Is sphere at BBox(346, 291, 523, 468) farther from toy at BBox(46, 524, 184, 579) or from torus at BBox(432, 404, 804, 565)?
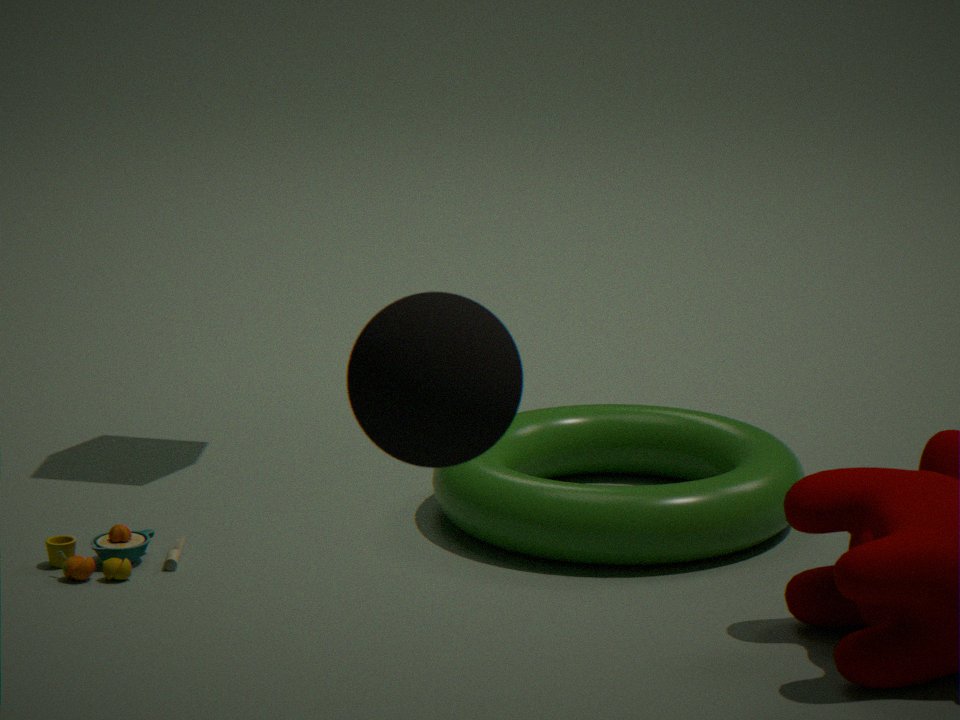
toy at BBox(46, 524, 184, 579)
